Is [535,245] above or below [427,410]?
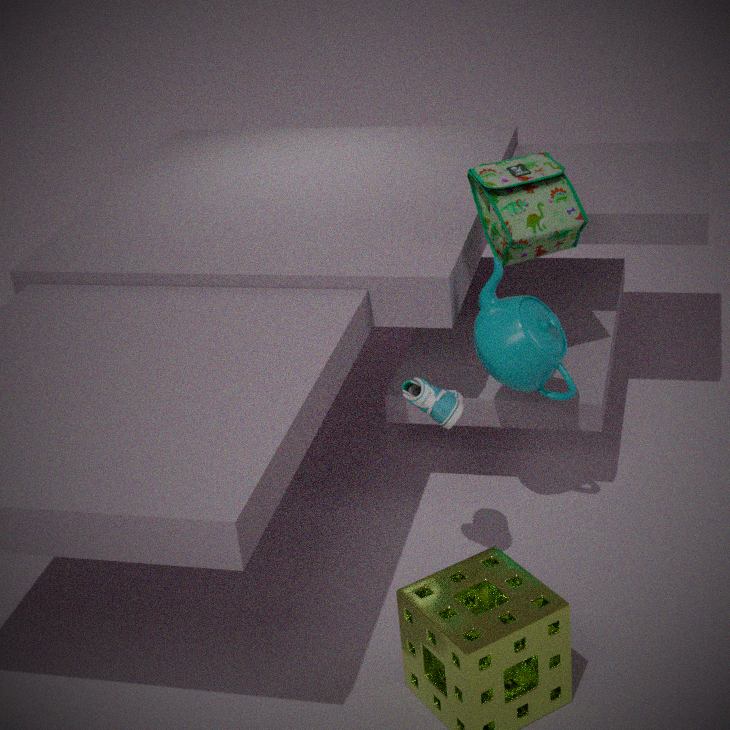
above
